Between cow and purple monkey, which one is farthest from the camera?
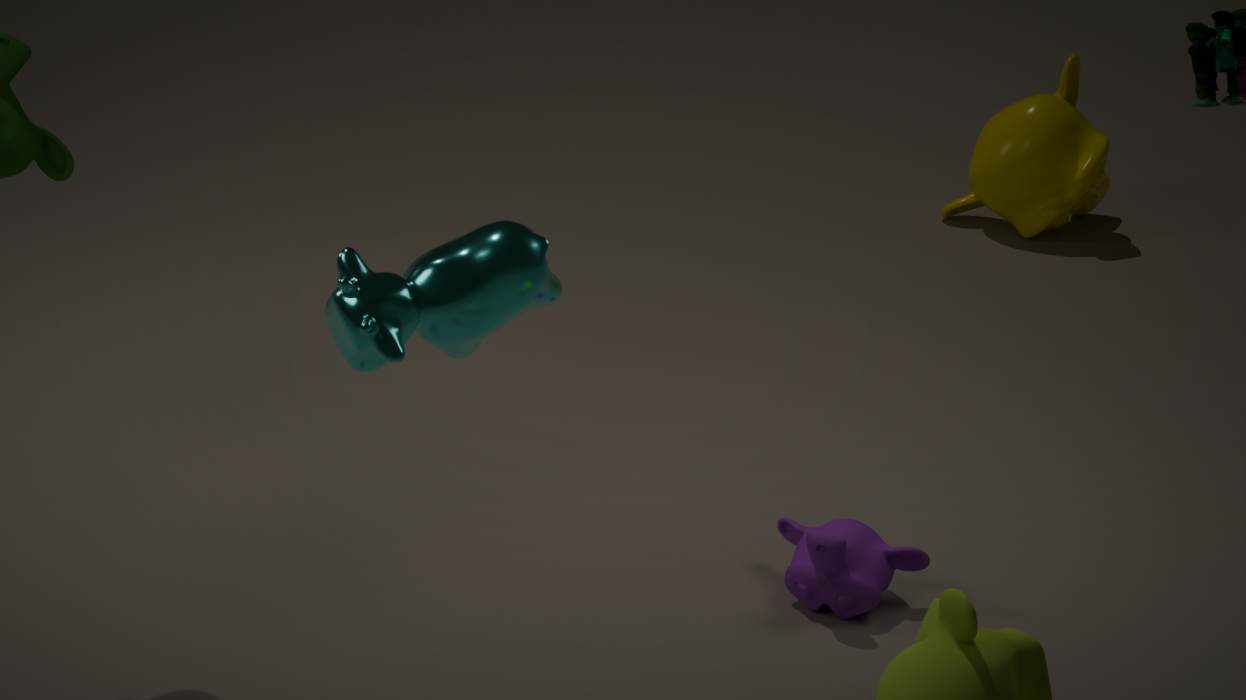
purple monkey
